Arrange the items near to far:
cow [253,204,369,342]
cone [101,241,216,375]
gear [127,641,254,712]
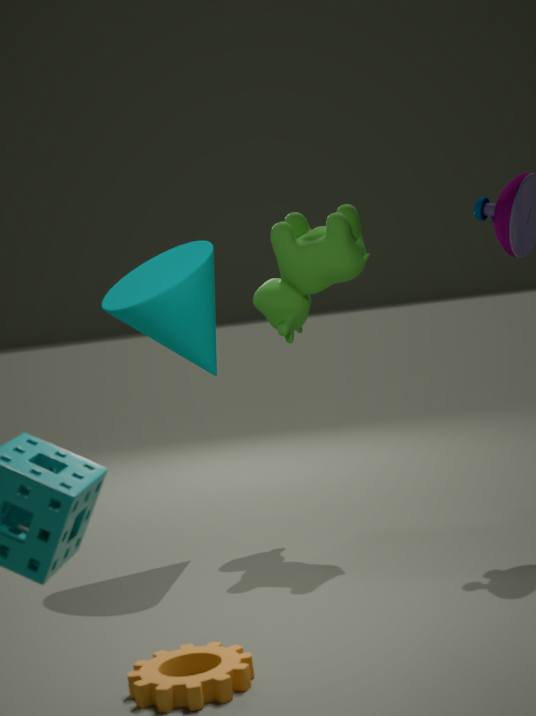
1. gear [127,641,254,712]
2. cone [101,241,216,375]
3. cow [253,204,369,342]
